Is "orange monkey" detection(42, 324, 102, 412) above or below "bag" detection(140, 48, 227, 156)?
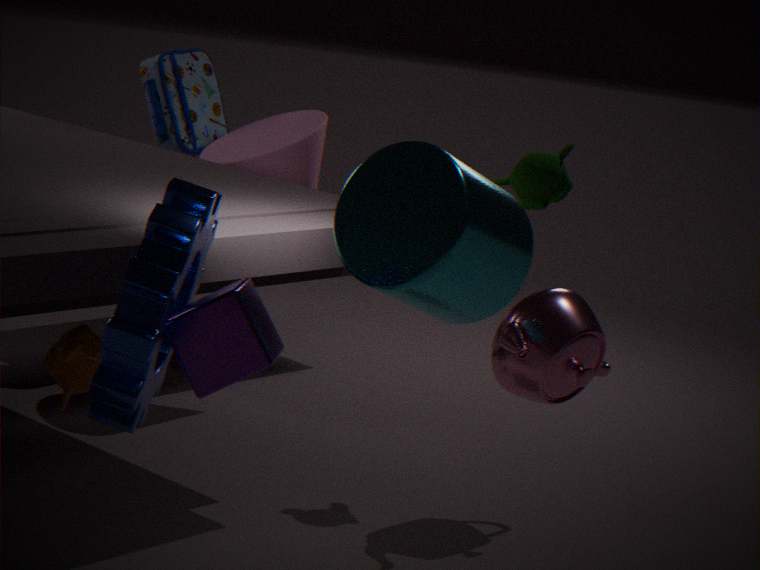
below
